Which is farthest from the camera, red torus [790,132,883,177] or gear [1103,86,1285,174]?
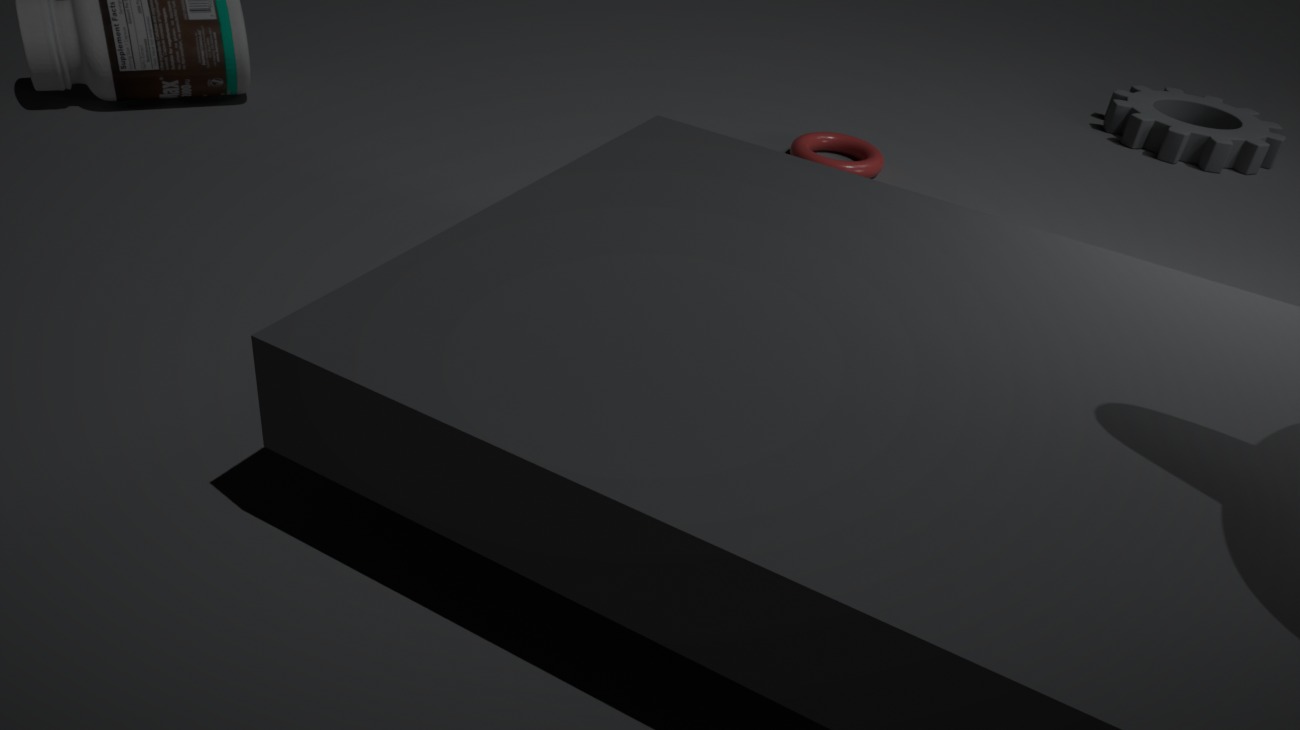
gear [1103,86,1285,174]
